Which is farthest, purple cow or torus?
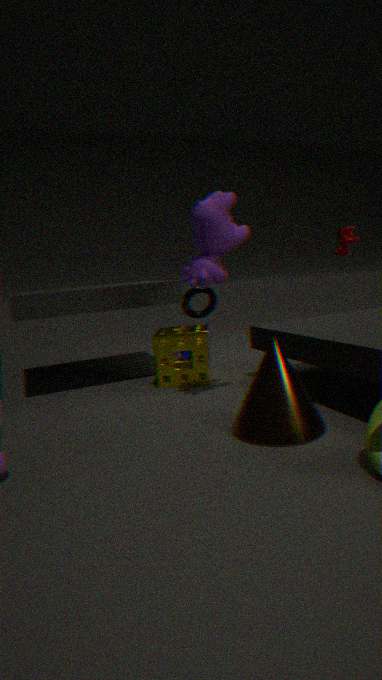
torus
